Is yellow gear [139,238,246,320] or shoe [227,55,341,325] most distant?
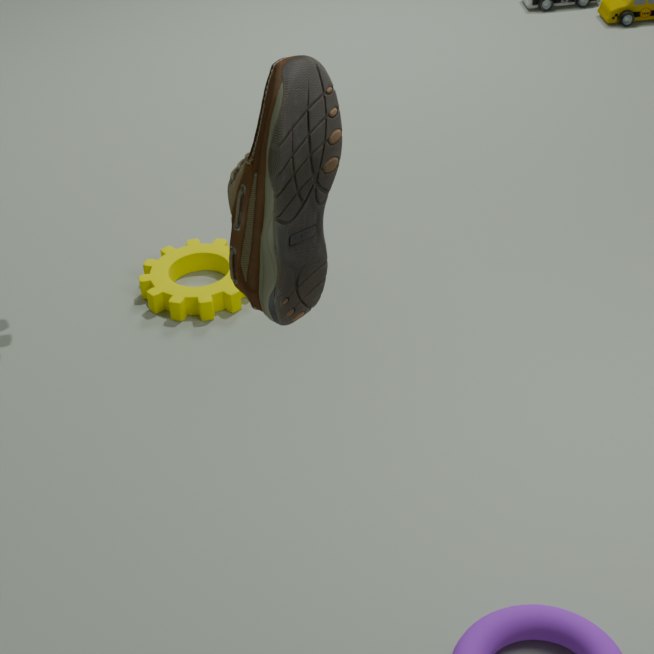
yellow gear [139,238,246,320]
